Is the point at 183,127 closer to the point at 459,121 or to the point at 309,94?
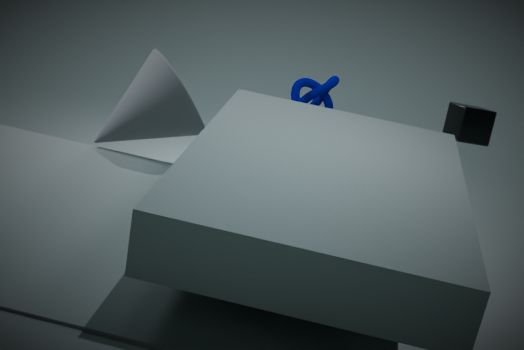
the point at 309,94
